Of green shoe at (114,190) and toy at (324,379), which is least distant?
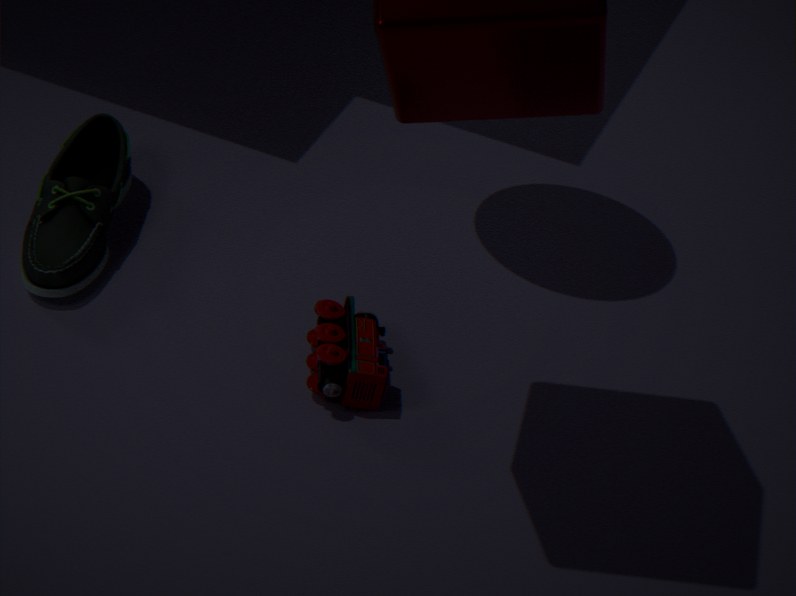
toy at (324,379)
